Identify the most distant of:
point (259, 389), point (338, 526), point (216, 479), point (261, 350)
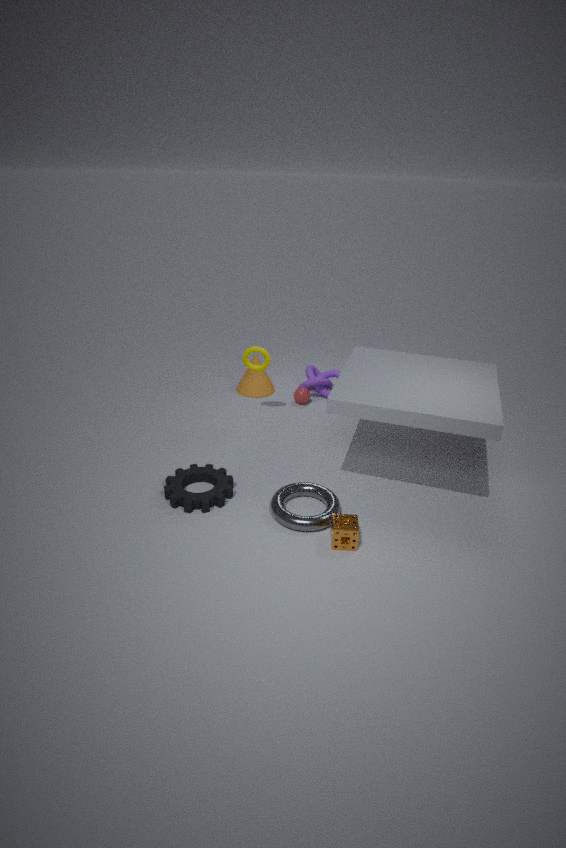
point (259, 389)
